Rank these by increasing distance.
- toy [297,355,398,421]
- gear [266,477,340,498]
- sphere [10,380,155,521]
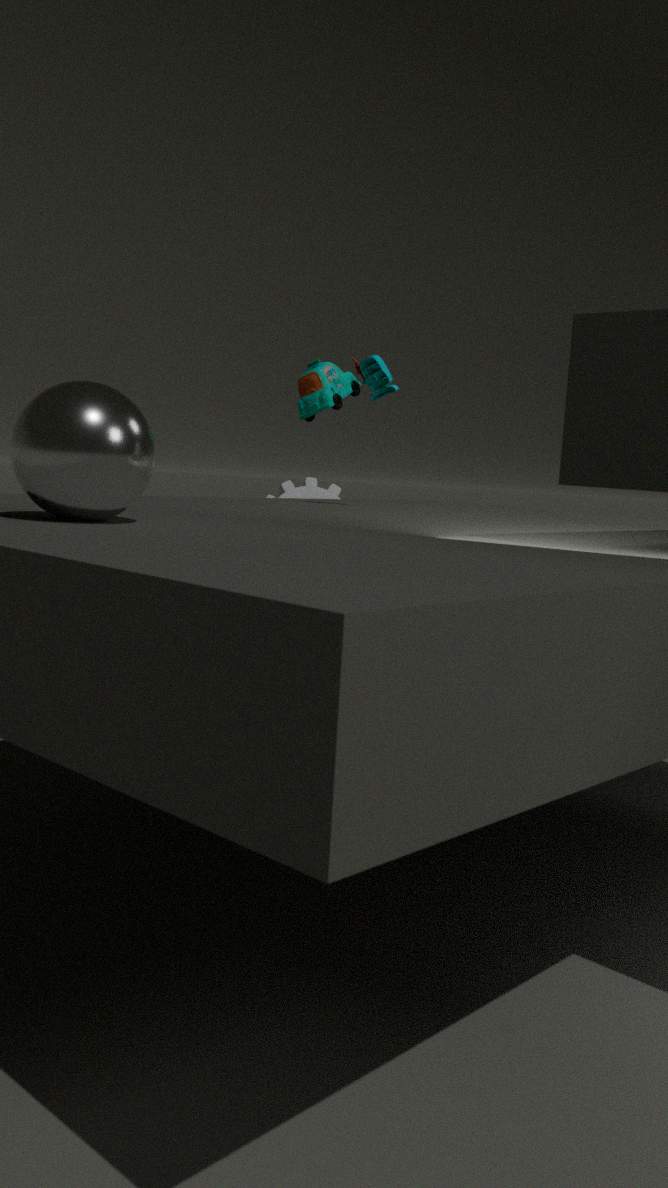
sphere [10,380,155,521]
toy [297,355,398,421]
gear [266,477,340,498]
